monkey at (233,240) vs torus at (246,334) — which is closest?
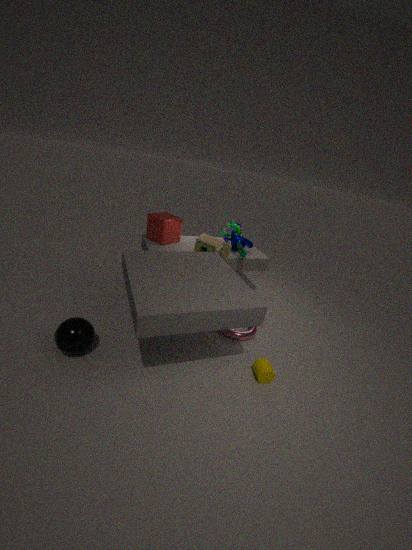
torus at (246,334)
